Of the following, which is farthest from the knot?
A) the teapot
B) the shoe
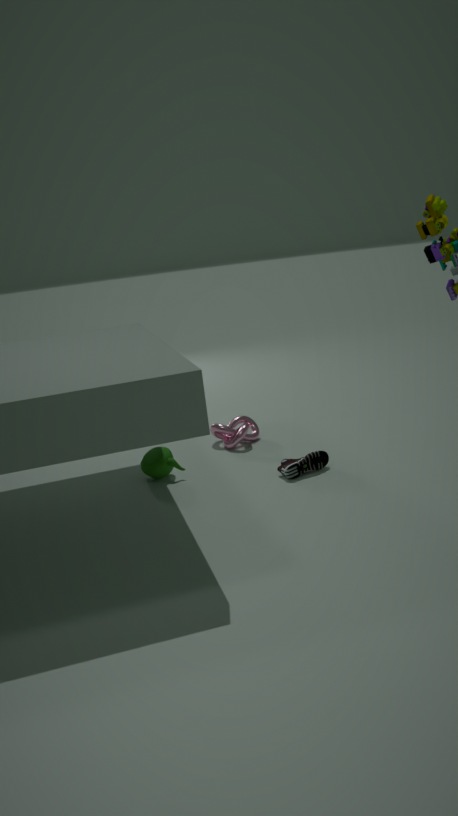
the shoe
